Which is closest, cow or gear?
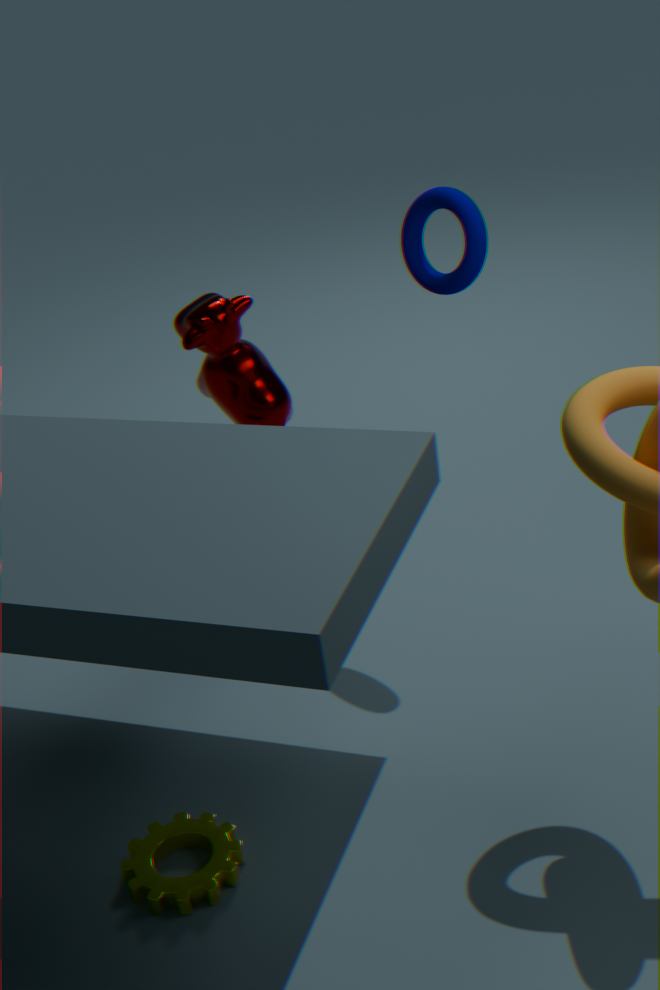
gear
